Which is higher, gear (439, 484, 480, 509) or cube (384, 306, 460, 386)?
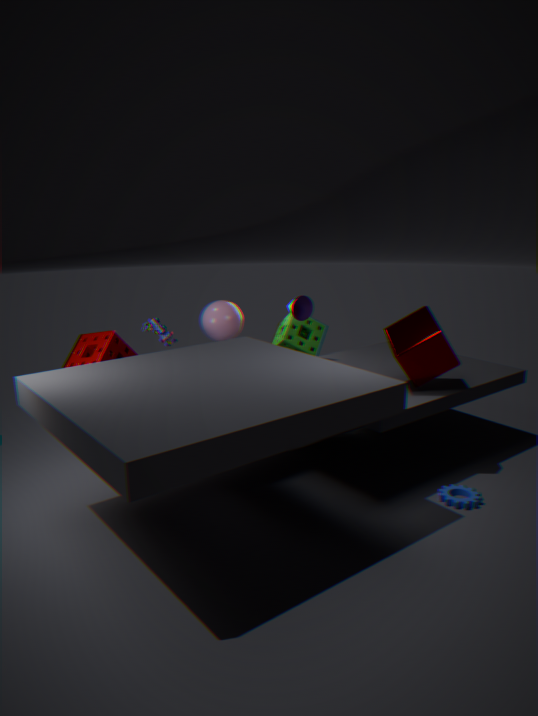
cube (384, 306, 460, 386)
